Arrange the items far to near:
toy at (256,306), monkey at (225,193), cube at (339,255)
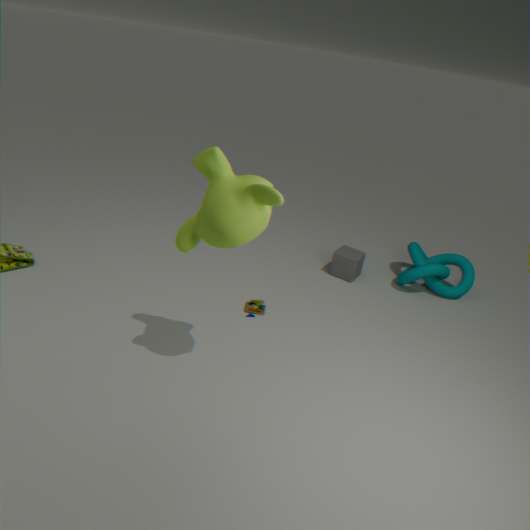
cube at (339,255) < toy at (256,306) < monkey at (225,193)
